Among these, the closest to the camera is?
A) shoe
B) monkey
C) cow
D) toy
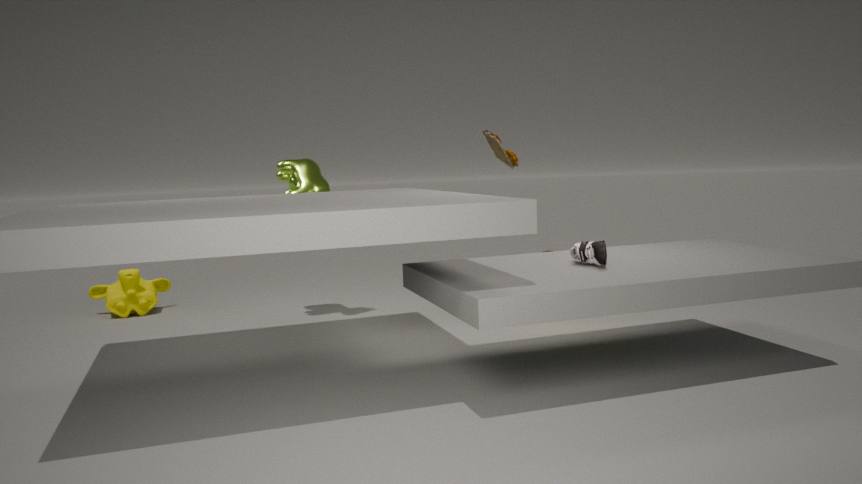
A. shoe
